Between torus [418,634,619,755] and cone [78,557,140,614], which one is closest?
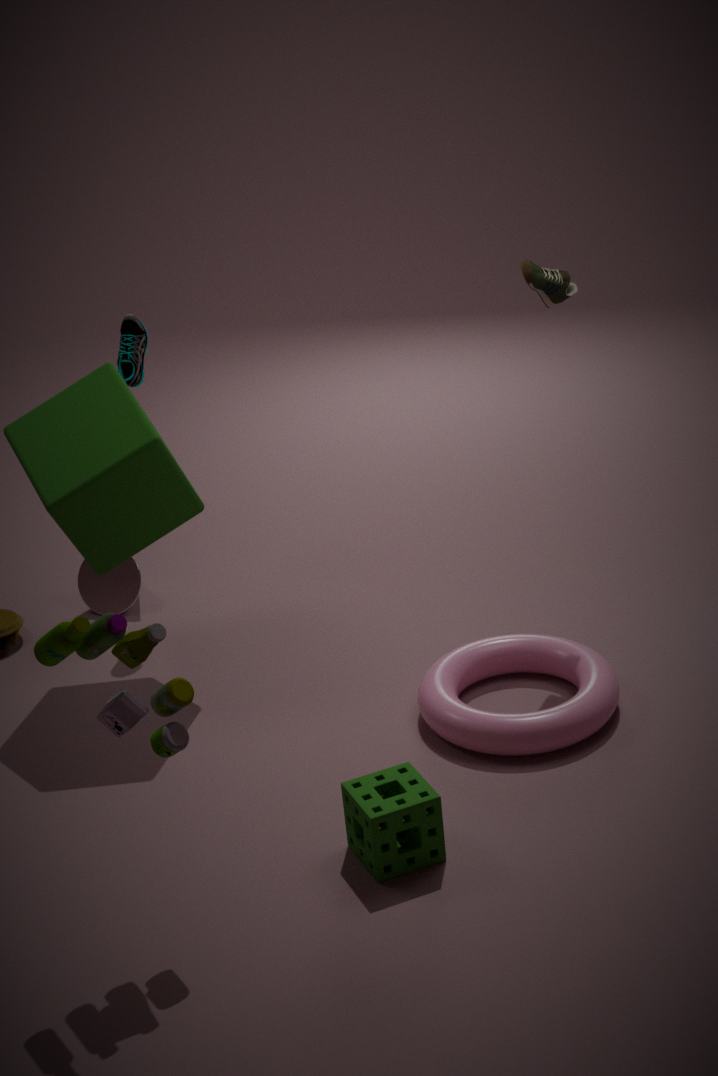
torus [418,634,619,755]
